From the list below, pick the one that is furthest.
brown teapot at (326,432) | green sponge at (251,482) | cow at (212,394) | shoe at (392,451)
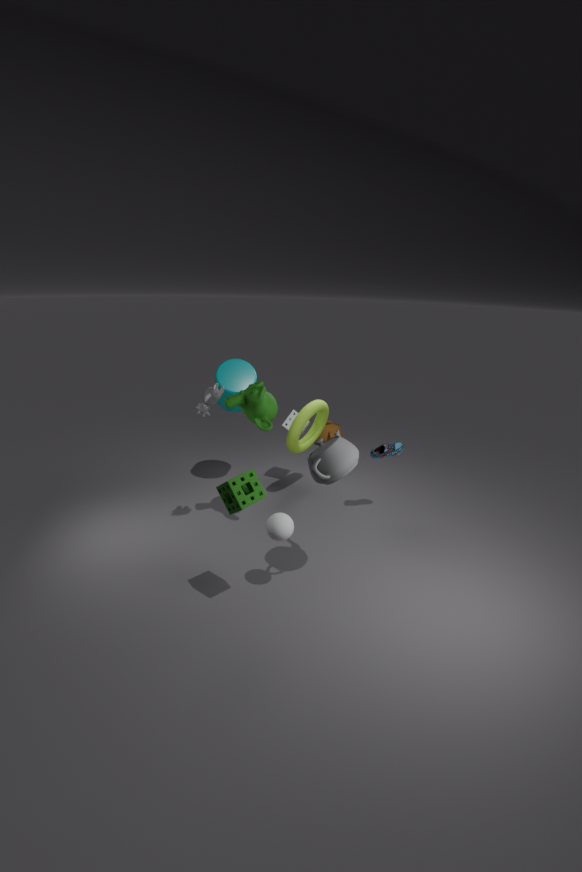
brown teapot at (326,432)
